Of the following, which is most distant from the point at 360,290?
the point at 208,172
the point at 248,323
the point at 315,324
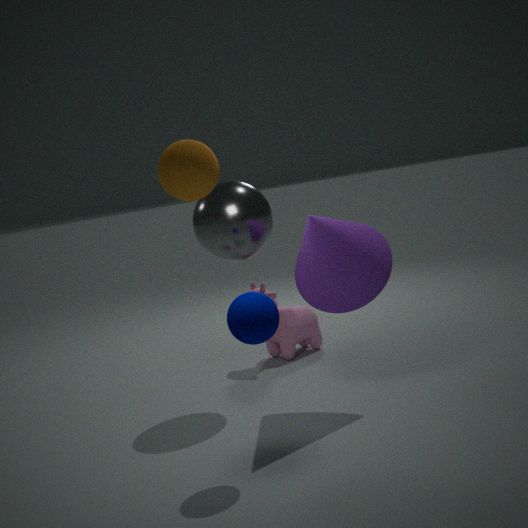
the point at 208,172
